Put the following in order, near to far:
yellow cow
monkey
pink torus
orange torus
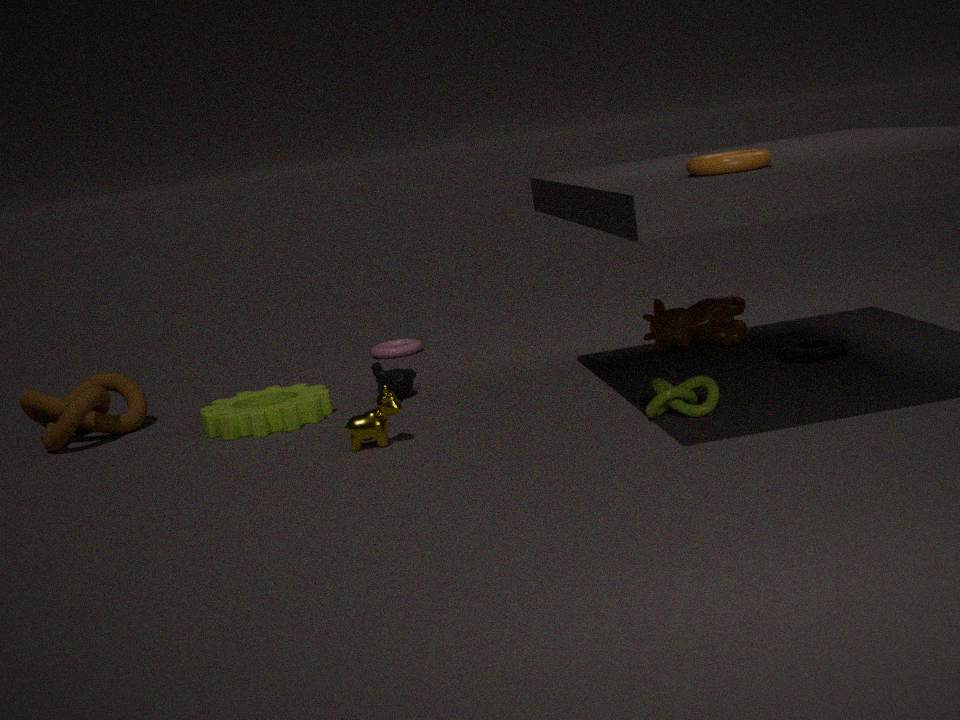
1. orange torus
2. yellow cow
3. monkey
4. pink torus
